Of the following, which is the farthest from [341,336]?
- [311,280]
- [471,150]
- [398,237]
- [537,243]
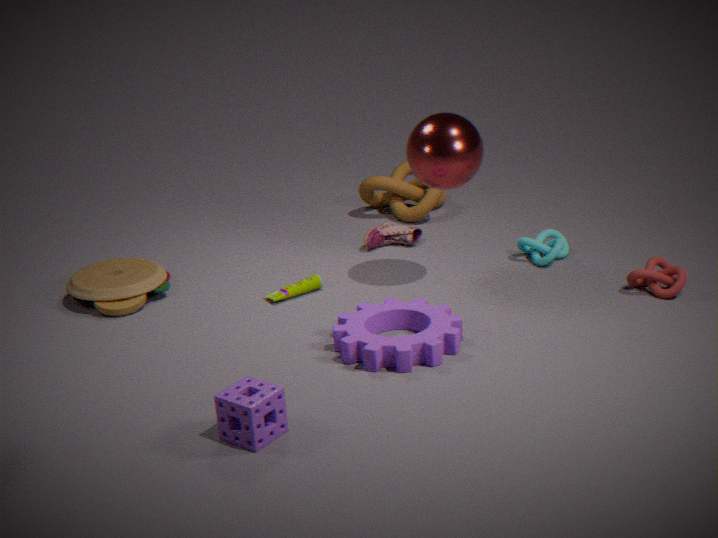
[398,237]
